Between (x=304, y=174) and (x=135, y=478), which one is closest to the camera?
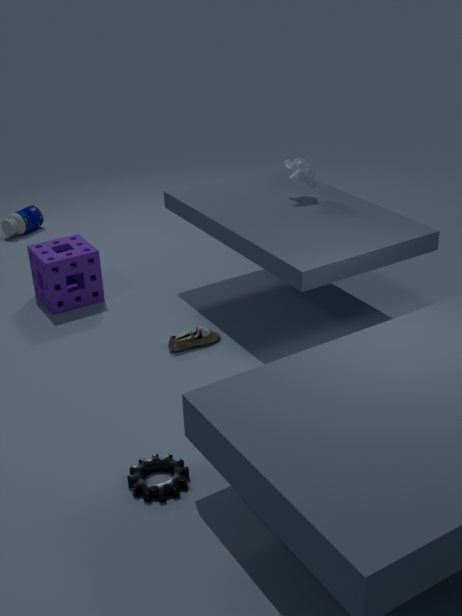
(x=135, y=478)
